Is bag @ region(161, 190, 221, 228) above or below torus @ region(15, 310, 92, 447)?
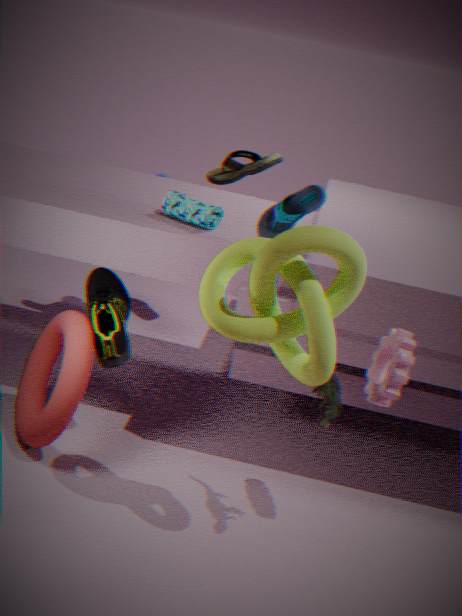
above
